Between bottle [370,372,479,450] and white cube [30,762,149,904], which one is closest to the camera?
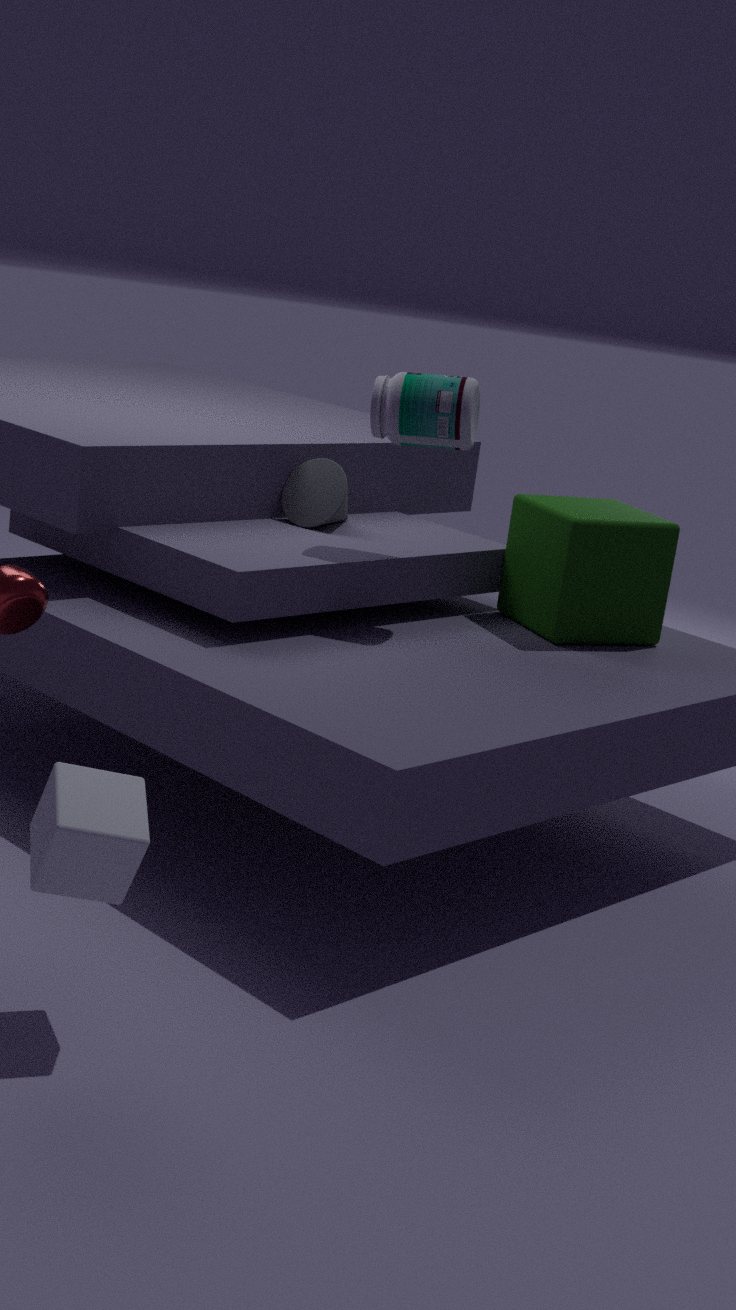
white cube [30,762,149,904]
